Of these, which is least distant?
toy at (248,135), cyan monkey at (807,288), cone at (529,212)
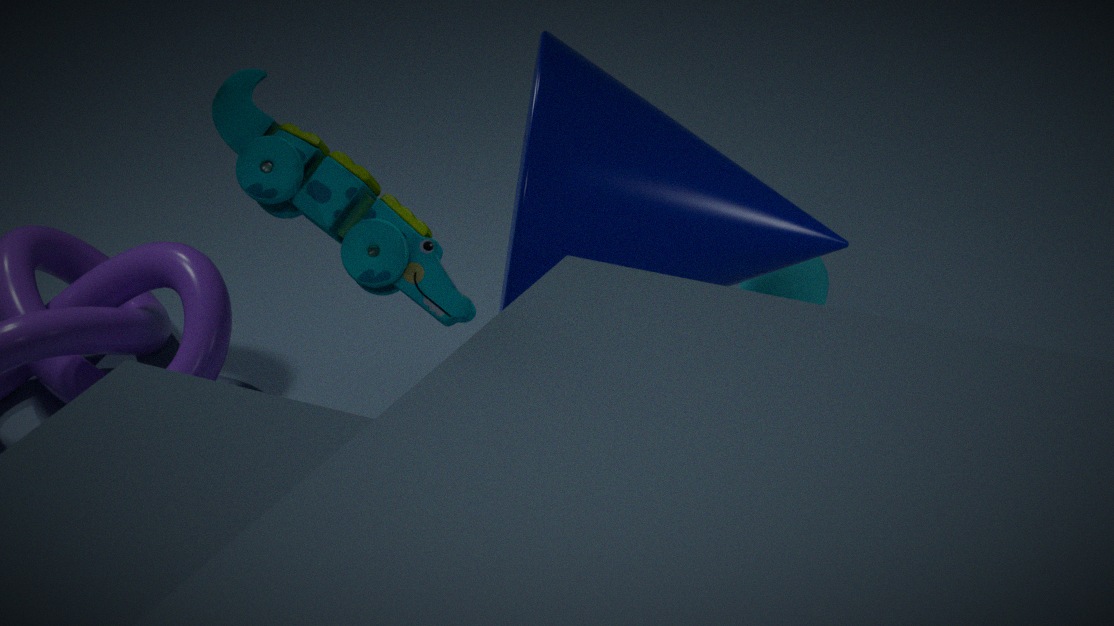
toy at (248,135)
